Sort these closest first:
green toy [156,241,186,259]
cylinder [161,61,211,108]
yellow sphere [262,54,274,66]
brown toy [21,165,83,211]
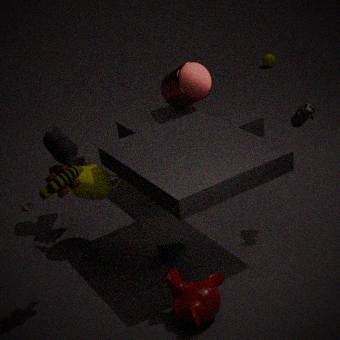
brown toy [21,165,83,211] < green toy [156,241,186,259] < cylinder [161,61,211,108] < yellow sphere [262,54,274,66]
